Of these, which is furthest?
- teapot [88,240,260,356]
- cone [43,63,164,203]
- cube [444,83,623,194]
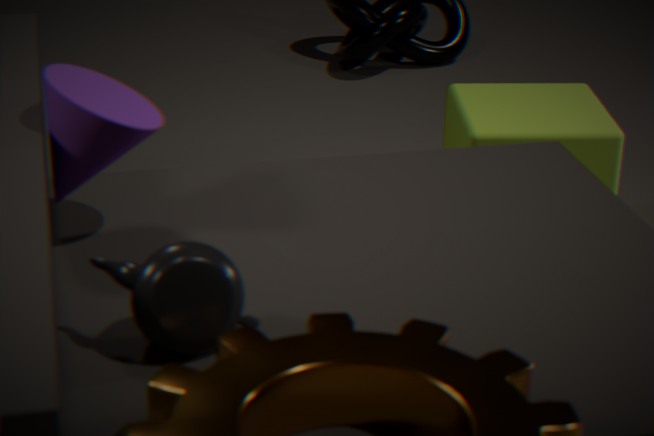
cube [444,83,623,194]
